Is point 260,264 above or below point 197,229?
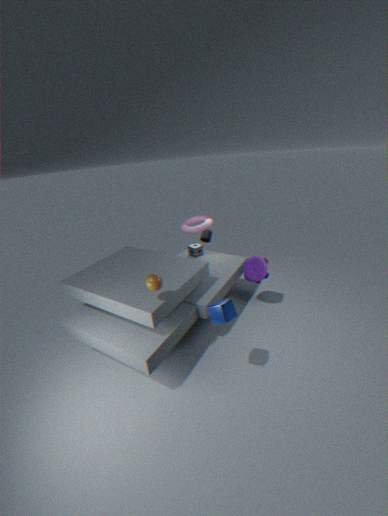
below
